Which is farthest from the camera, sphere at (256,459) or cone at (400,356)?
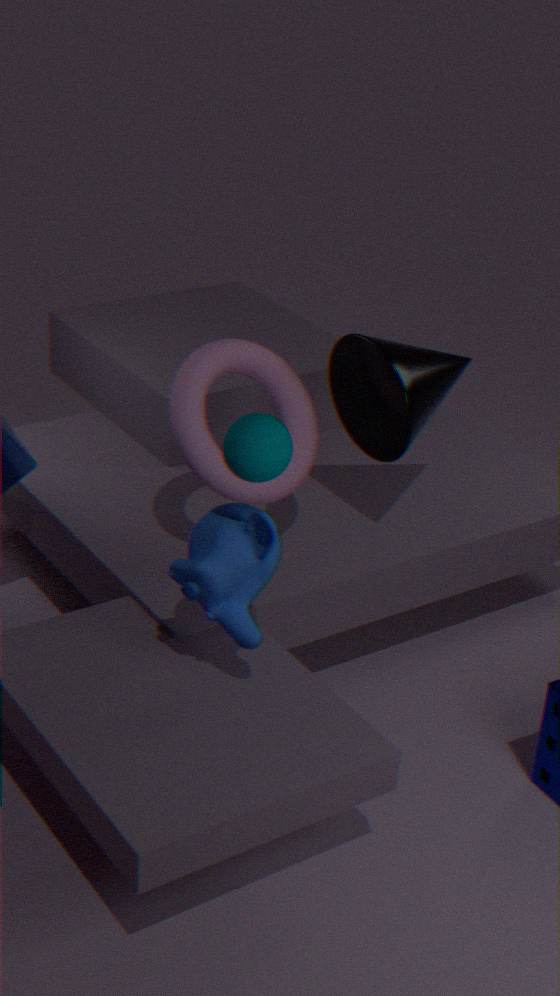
cone at (400,356)
